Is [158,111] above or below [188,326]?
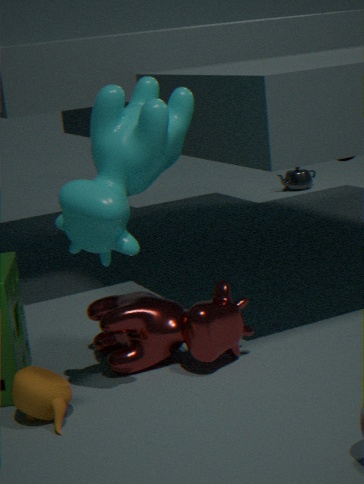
above
